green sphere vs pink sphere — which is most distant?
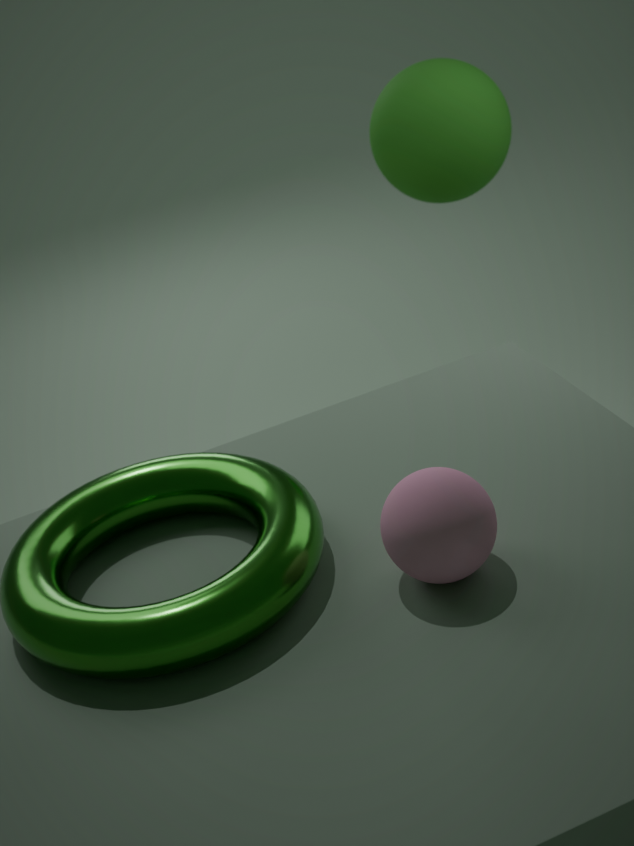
green sphere
